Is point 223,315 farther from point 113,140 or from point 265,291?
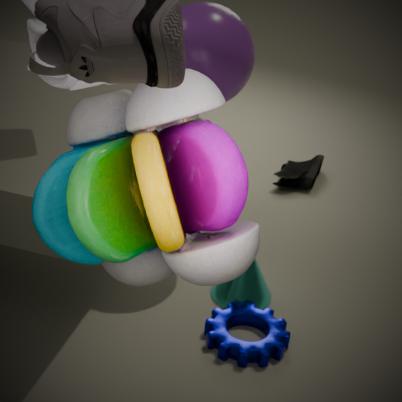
point 113,140
